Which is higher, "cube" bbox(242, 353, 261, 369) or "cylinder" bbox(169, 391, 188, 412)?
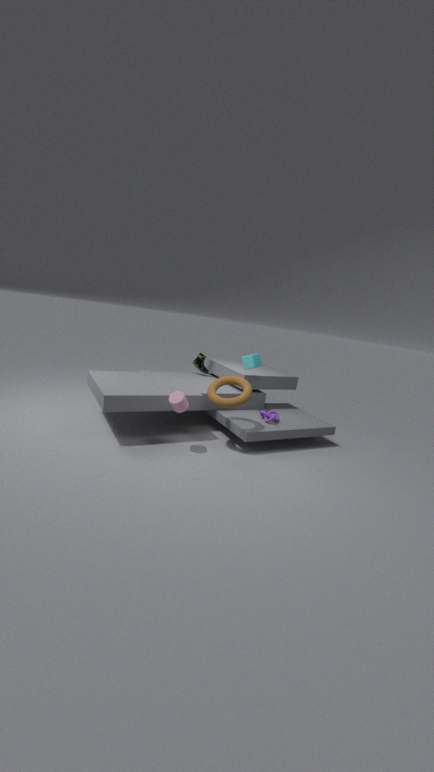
"cube" bbox(242, 353, 261, 369)
